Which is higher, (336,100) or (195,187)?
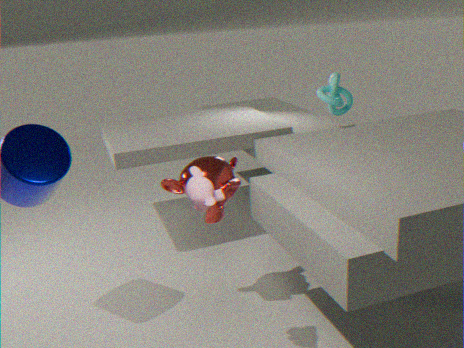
(336,100)
